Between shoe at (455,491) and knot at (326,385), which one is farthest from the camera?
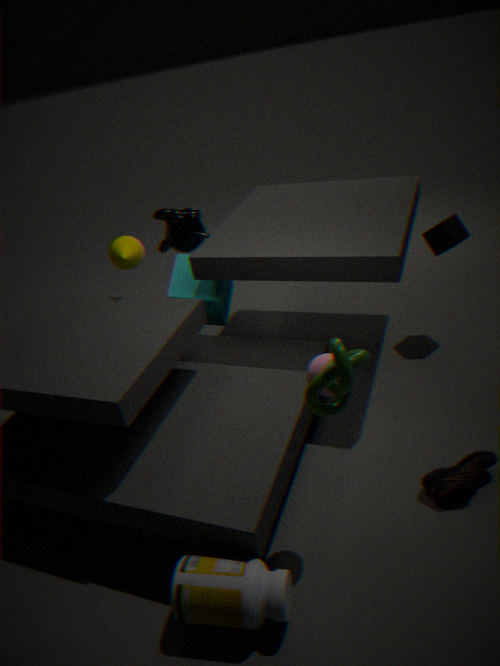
shoe at (455,491)
